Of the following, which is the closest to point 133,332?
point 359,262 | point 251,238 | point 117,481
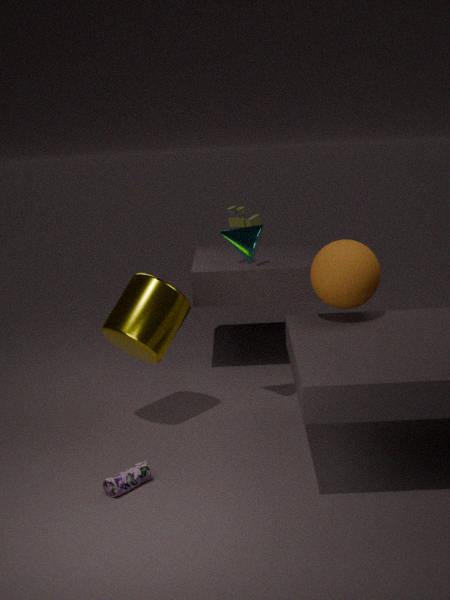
point 251,238
